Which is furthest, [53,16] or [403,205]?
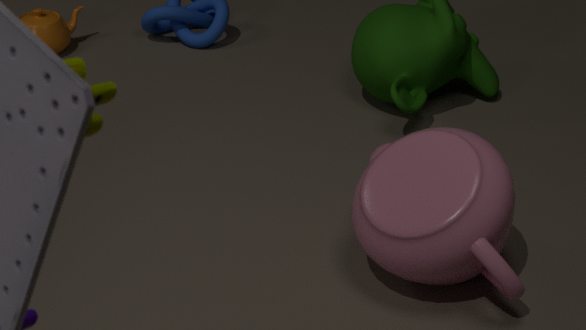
[53,16]
